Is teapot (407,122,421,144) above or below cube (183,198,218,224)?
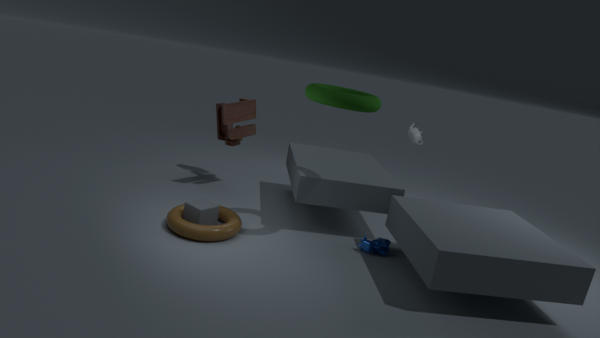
above
